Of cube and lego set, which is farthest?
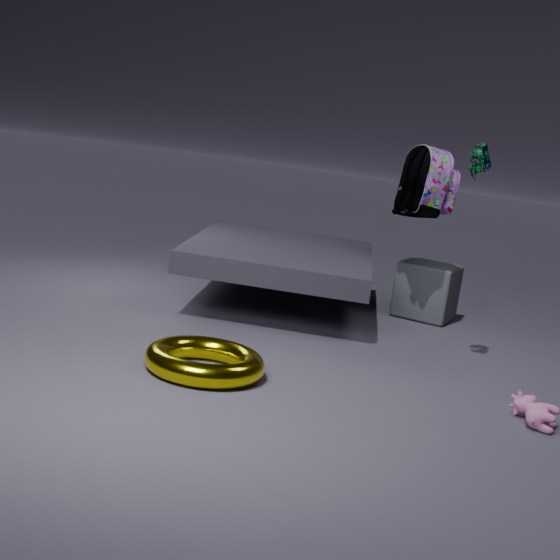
cube
